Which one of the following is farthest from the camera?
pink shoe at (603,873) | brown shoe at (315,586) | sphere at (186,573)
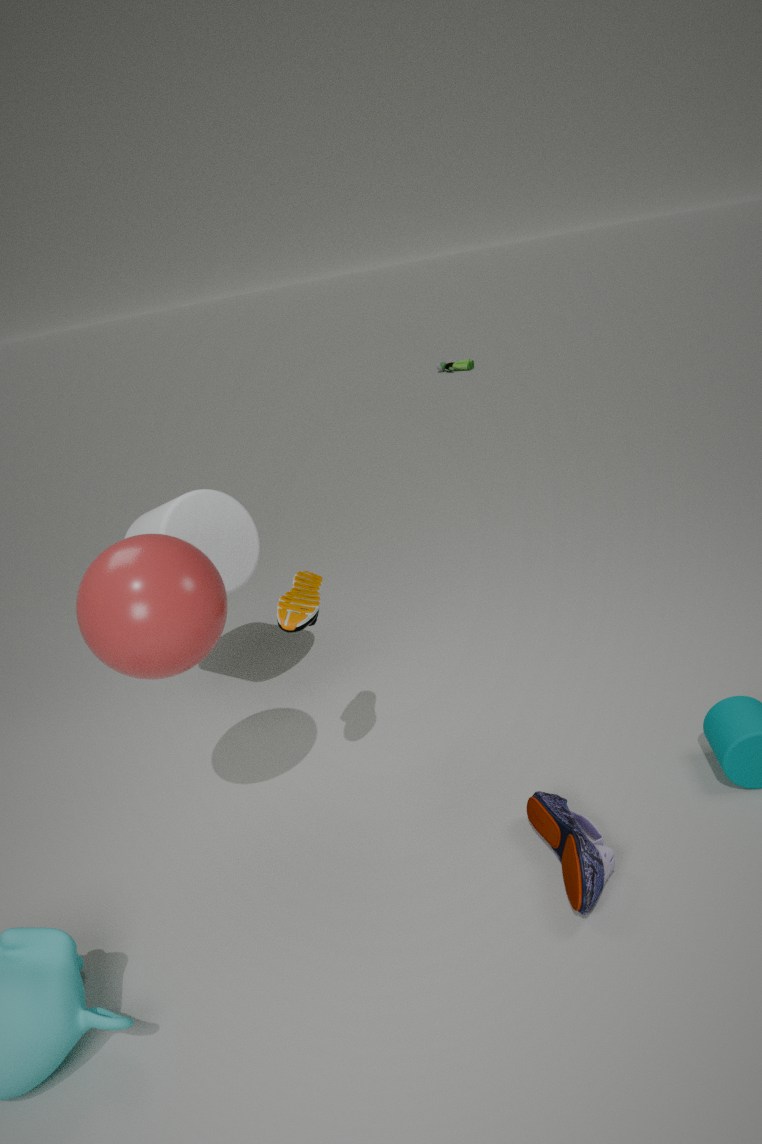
brown shoe at (315,586)
